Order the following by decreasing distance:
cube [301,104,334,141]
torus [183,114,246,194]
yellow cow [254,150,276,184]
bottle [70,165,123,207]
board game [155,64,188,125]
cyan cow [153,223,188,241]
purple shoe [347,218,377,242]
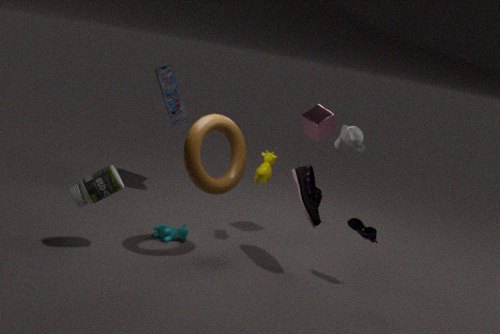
board game [155,64,188,125] → cube [301,104,334,141] → yellow cow [254,150,276,184] → cyan cow [153,223,188,241] → purple shoe [347,218,377,242] → torus [183,114,246,194] → bottle [70,165,123,207]
